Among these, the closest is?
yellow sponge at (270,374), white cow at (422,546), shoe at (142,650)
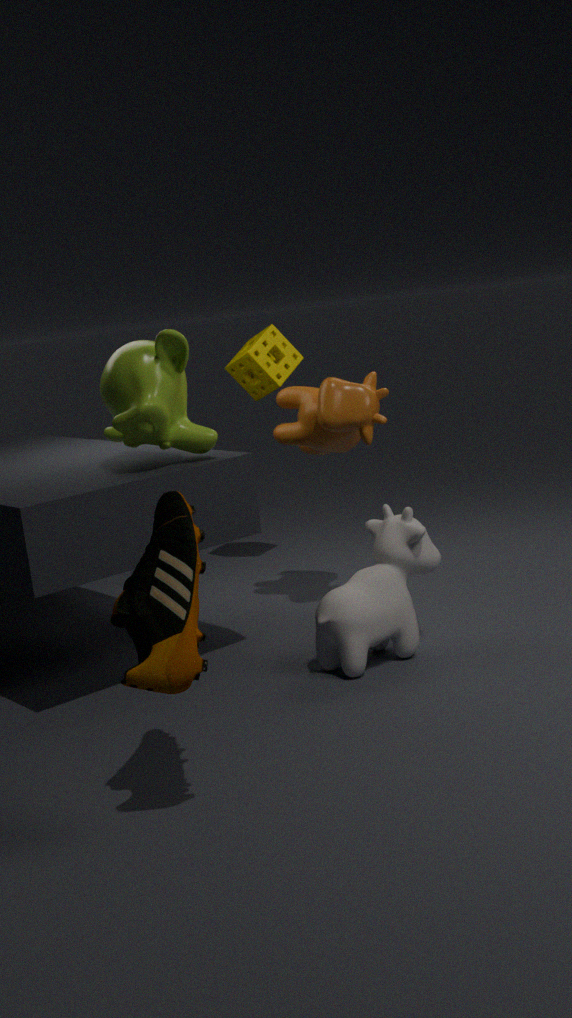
shoe at (142,650)
